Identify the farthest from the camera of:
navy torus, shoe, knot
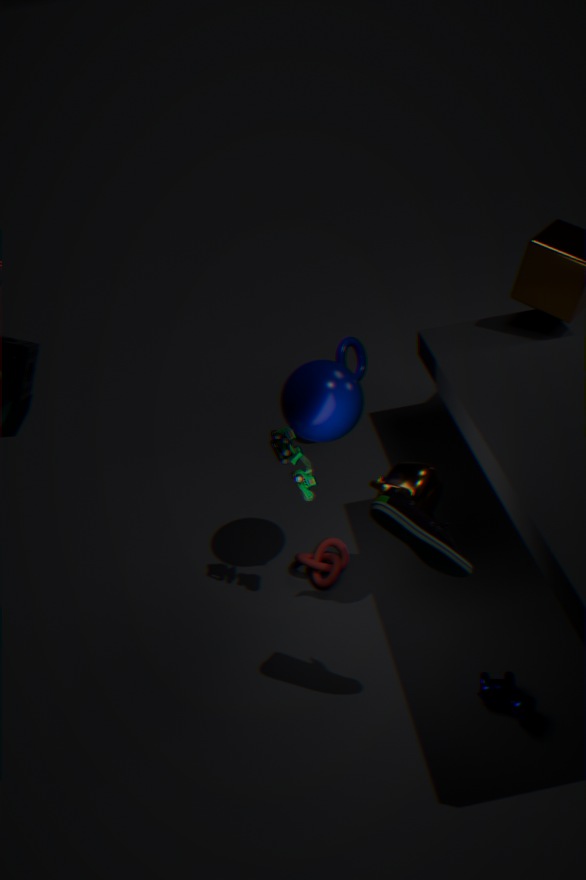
navy torus
